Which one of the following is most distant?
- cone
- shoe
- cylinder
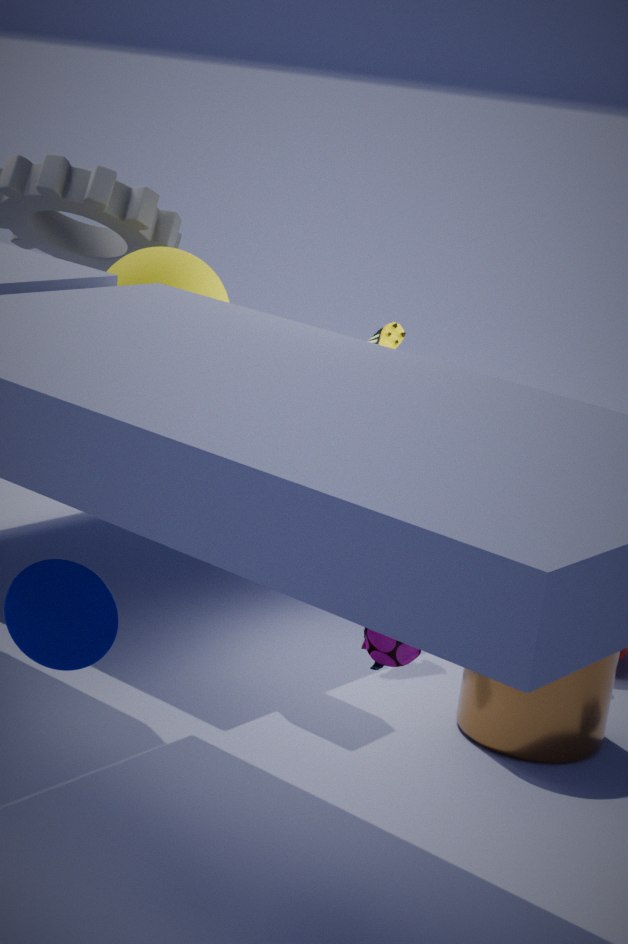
shoe
